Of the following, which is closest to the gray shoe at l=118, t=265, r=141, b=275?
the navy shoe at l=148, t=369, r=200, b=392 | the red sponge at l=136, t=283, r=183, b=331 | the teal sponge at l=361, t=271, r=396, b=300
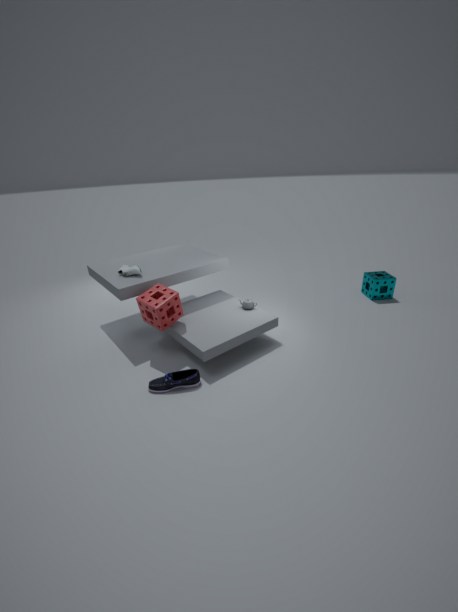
the red sponge at l=136, t=283, r=183, b=331
